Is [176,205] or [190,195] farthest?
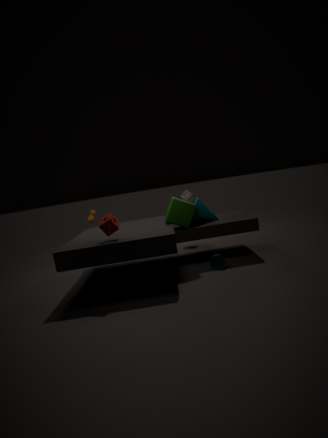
[190,195]
